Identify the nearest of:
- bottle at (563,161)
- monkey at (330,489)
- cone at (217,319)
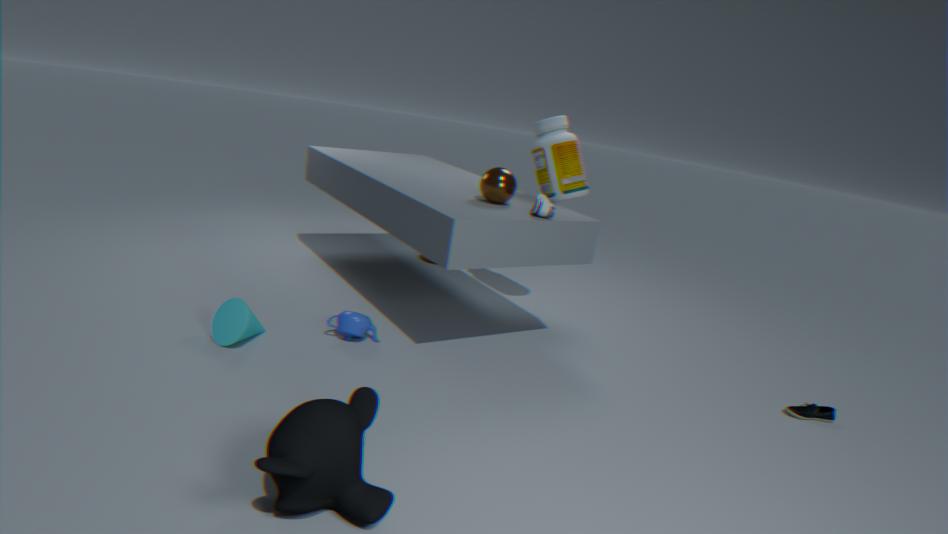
monkey at (330,489)
